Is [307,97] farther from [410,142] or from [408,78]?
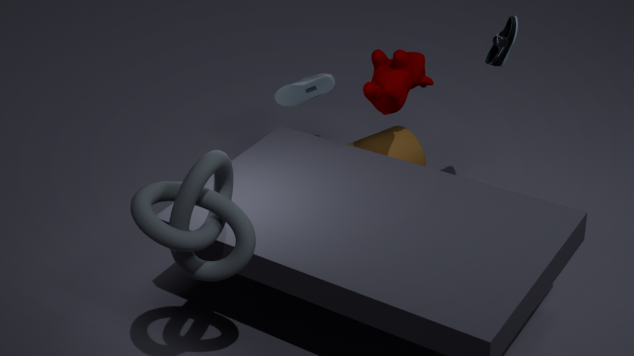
Result: [408,78]
